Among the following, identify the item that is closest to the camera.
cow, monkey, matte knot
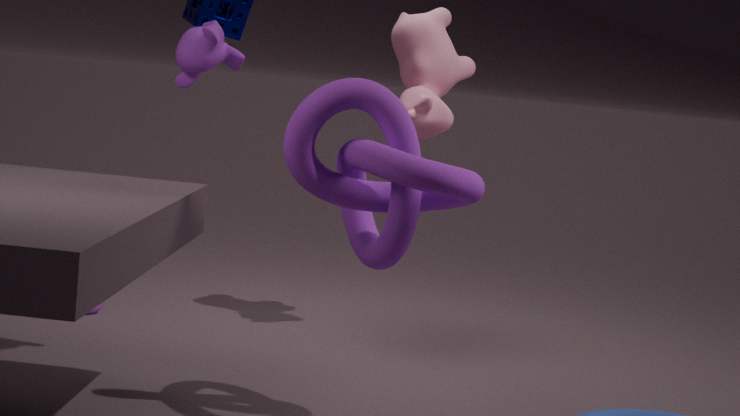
matte knot
